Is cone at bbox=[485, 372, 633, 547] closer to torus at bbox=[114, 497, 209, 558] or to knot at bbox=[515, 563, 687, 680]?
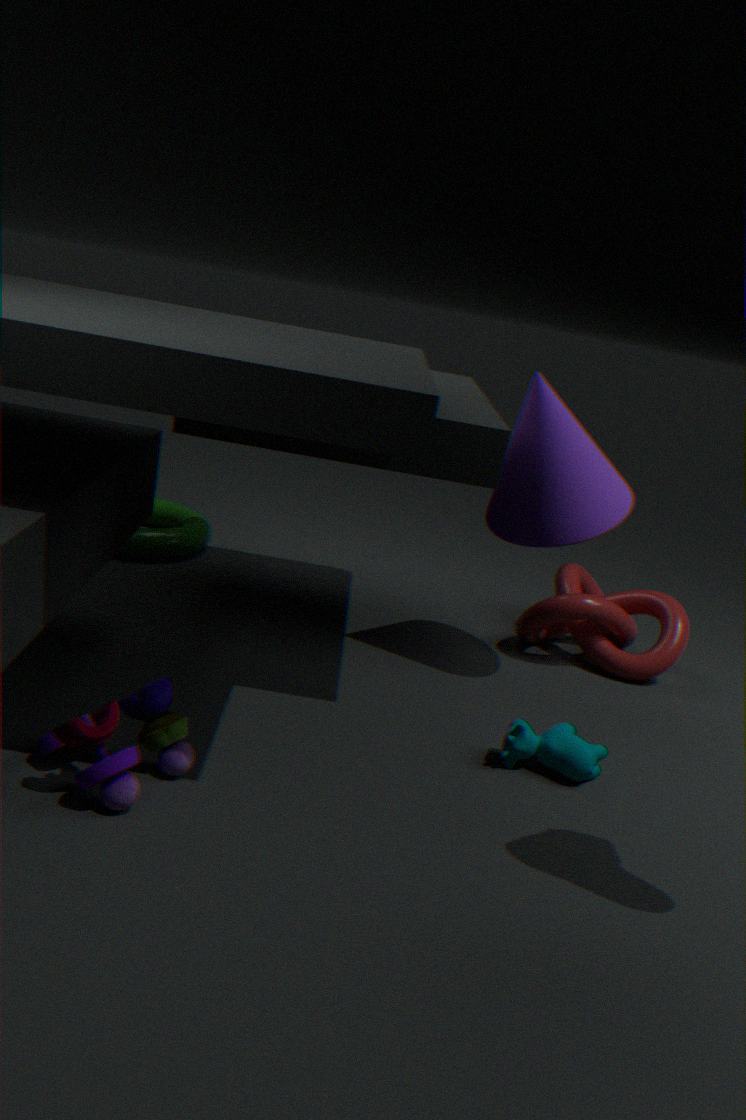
knot at bbox=[515, 563, 687, 680]
